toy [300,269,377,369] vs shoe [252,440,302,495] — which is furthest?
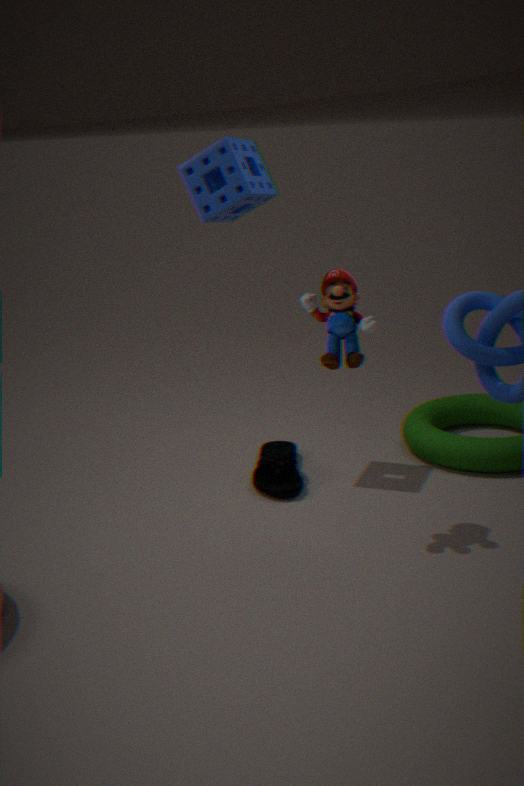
shoe [252,440,302,495]
